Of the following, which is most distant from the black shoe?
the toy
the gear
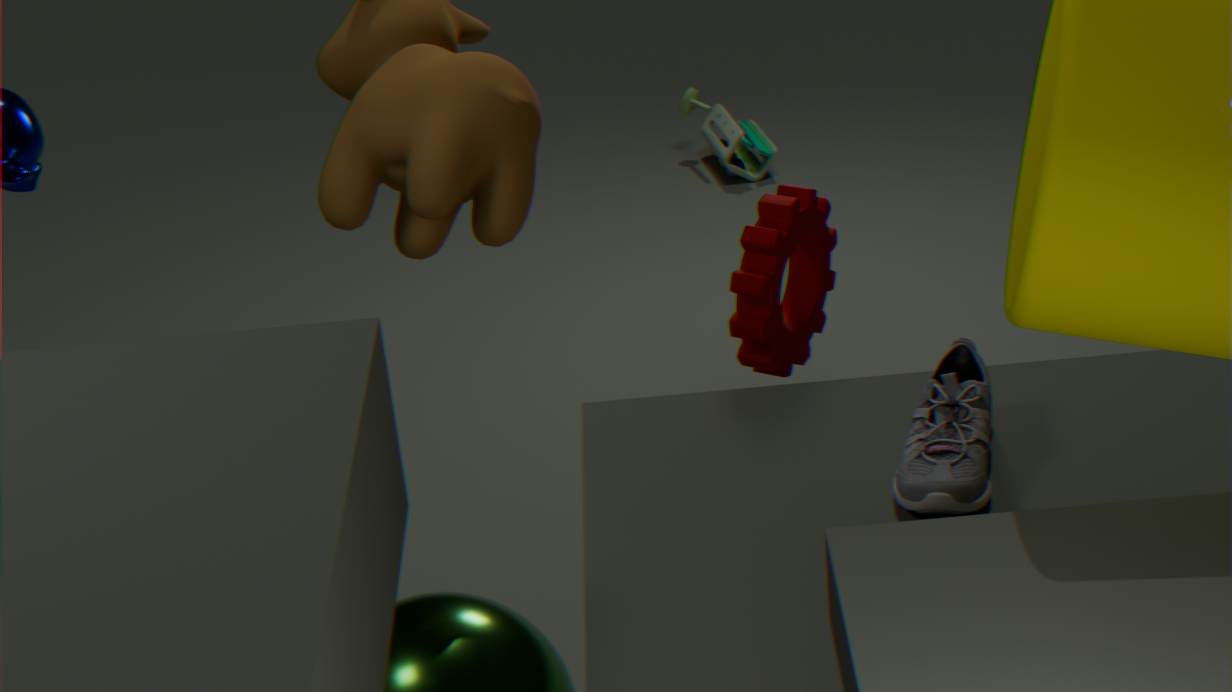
the toy
